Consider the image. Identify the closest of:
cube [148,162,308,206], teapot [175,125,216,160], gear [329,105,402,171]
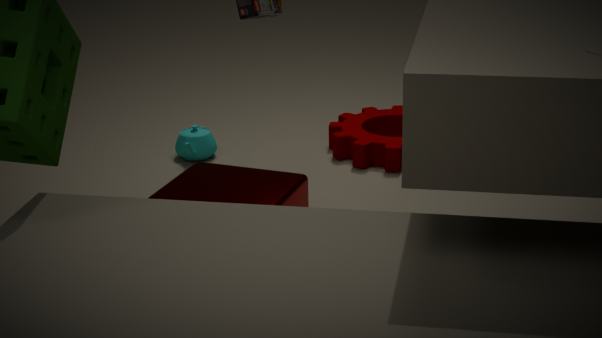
cube [148,162,308,206]
